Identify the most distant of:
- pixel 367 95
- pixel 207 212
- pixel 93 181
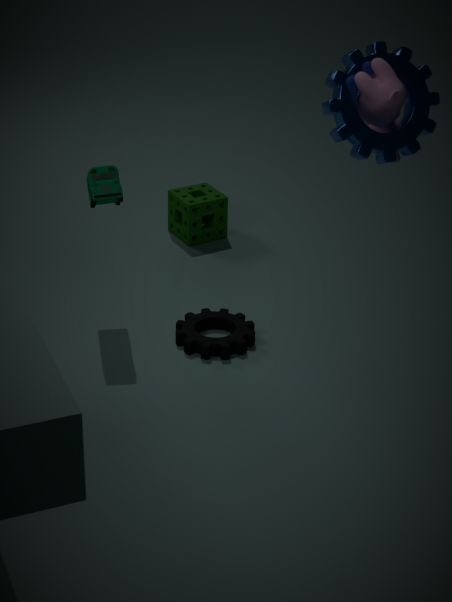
pixel 207 212
